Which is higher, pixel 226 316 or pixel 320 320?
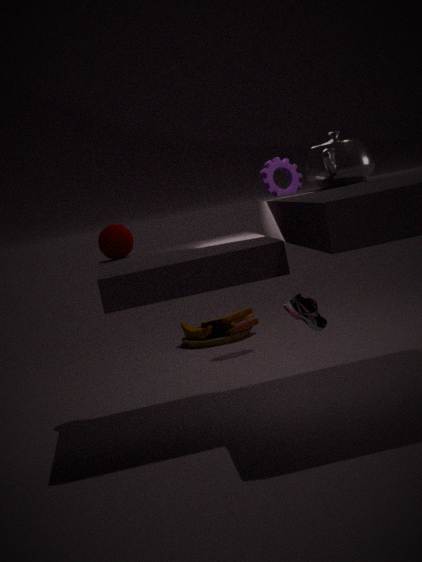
pixel 320 320
